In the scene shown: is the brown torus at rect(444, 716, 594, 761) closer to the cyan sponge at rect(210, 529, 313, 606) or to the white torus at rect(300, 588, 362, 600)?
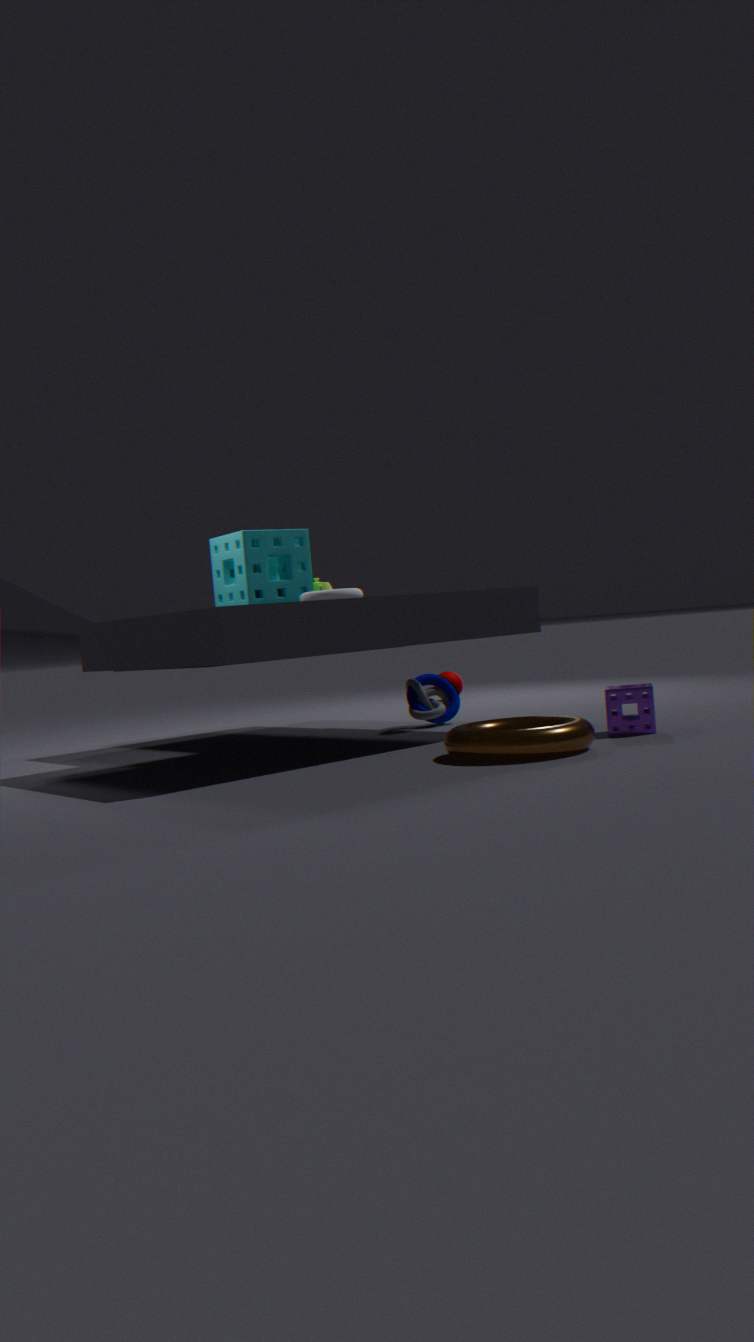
the white torus at rect(300, 588, 362, 600)
